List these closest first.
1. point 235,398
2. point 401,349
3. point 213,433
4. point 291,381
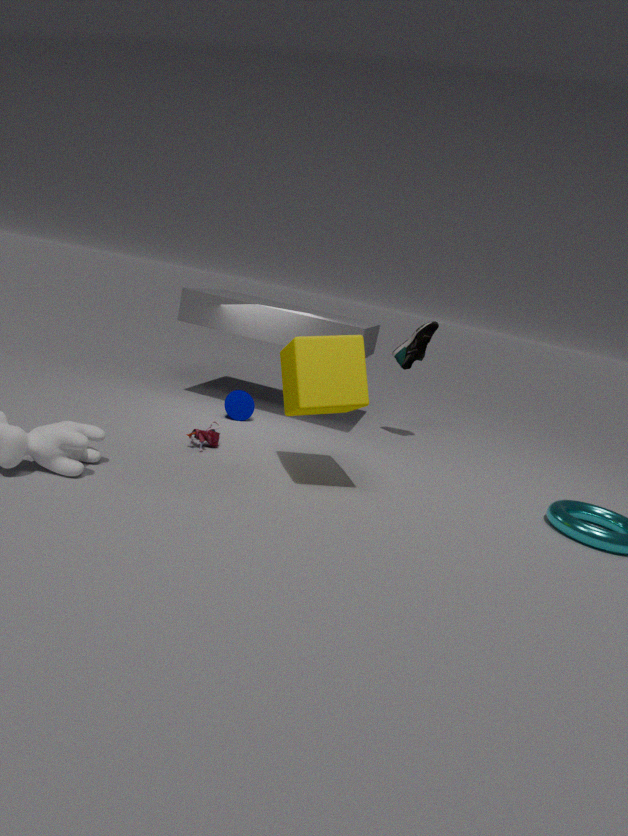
point 291,381
point 213,433
point 235,398
point 401,349
